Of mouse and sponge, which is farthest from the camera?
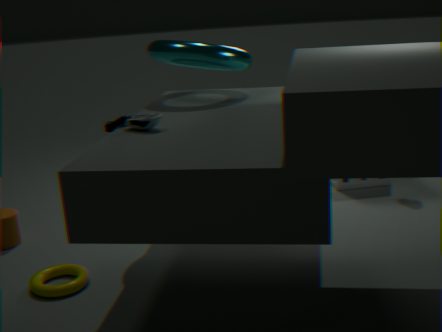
sponge
